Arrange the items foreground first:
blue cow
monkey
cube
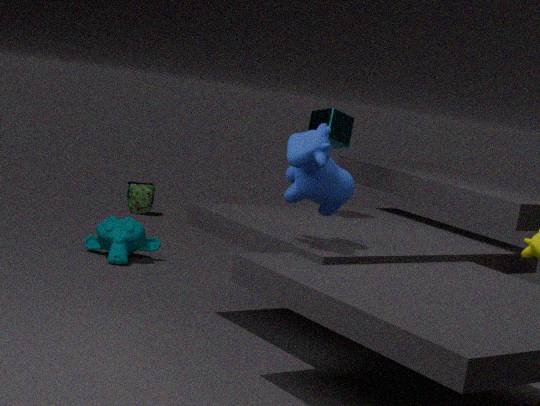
blue cow
cube
monkey
